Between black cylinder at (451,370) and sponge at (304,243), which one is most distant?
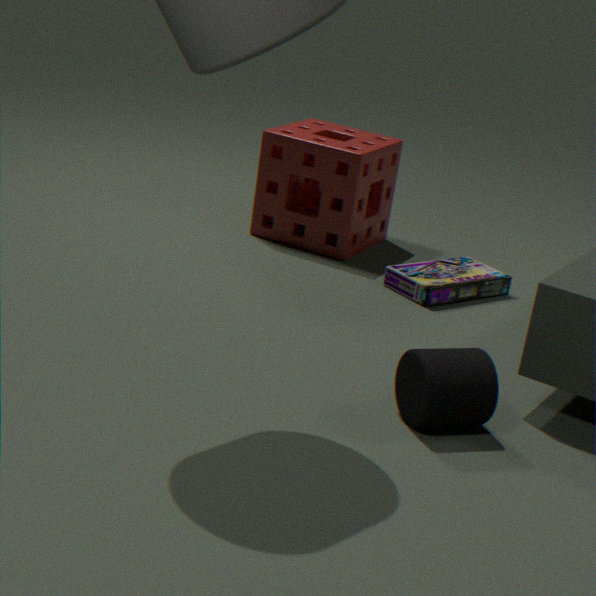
sponge at (304,243)
